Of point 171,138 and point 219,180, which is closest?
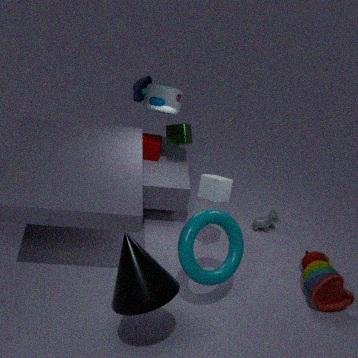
point 219,180
